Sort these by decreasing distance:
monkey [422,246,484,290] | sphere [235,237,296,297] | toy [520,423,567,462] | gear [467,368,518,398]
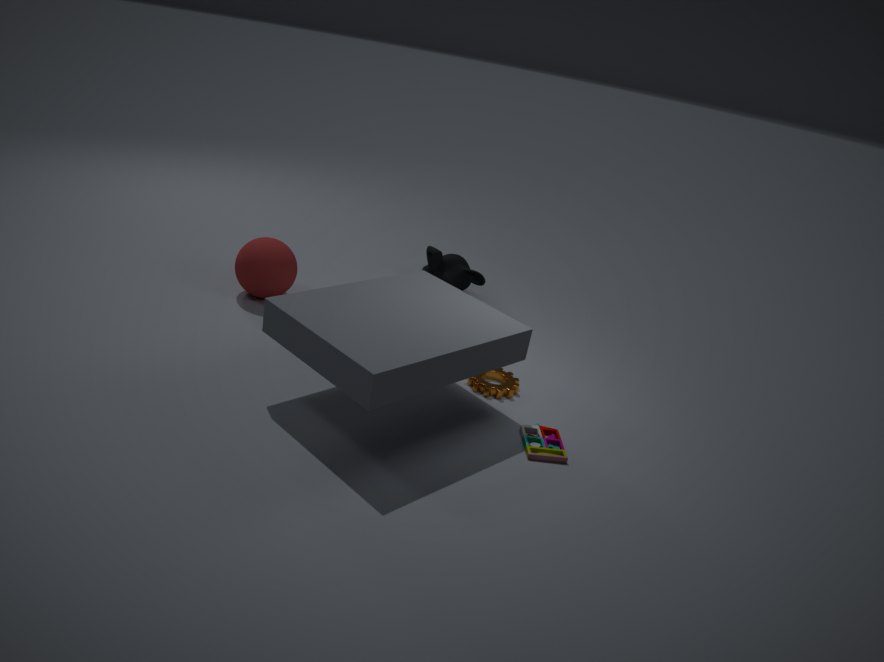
1. monkey [422,246,484,290]
2. sphere [235,237,296,297]
3. gear [467,368,518,398]
4. toy [520,423,567,462]
